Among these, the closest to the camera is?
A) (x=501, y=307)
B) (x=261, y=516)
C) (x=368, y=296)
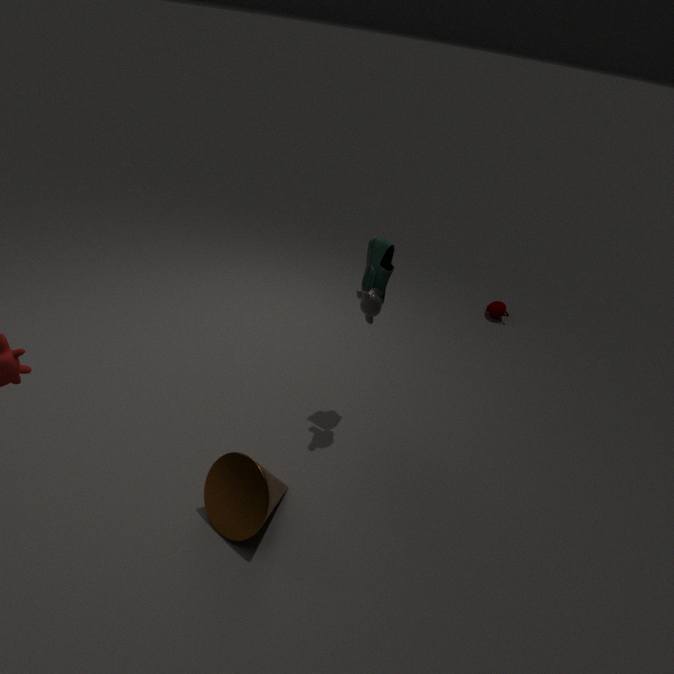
(x=261, y=516)
